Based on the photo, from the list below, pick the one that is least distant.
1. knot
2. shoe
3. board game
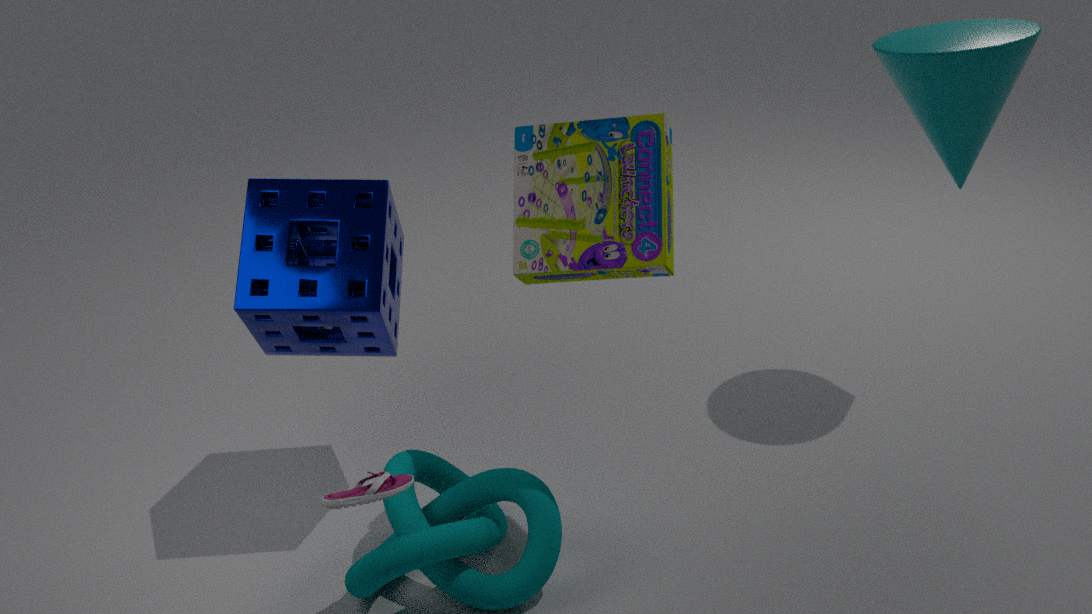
shoe
